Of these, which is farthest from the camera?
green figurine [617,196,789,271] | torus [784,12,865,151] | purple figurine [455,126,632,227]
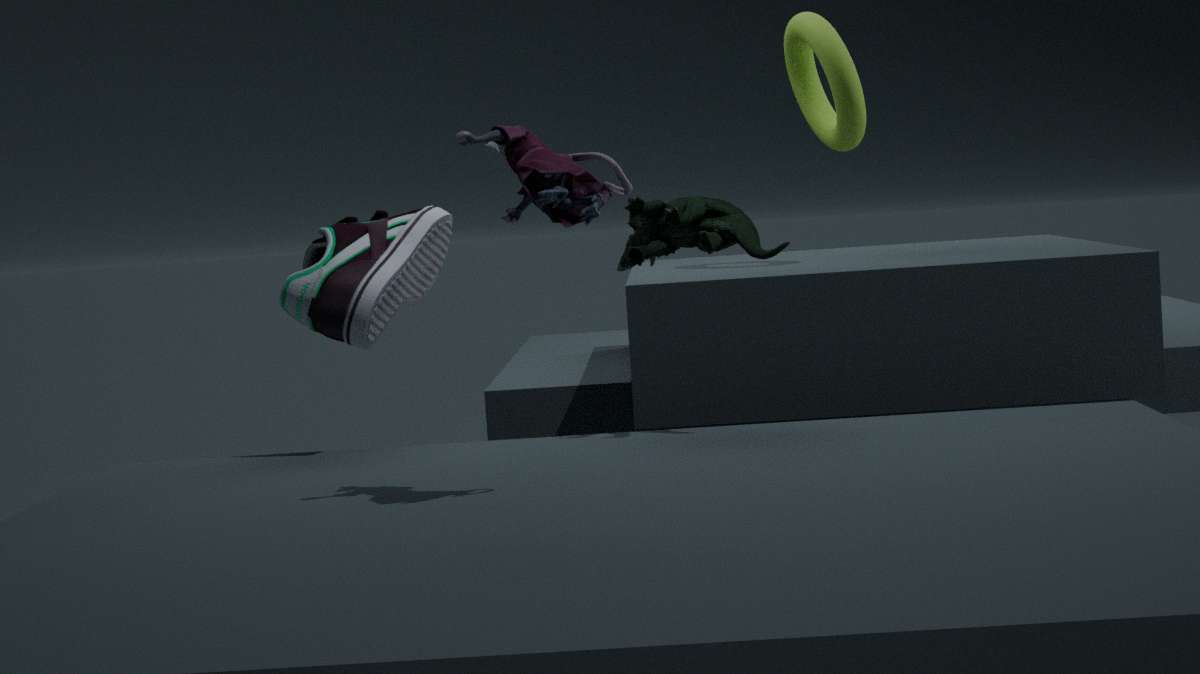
torus [784,12,865,151]
